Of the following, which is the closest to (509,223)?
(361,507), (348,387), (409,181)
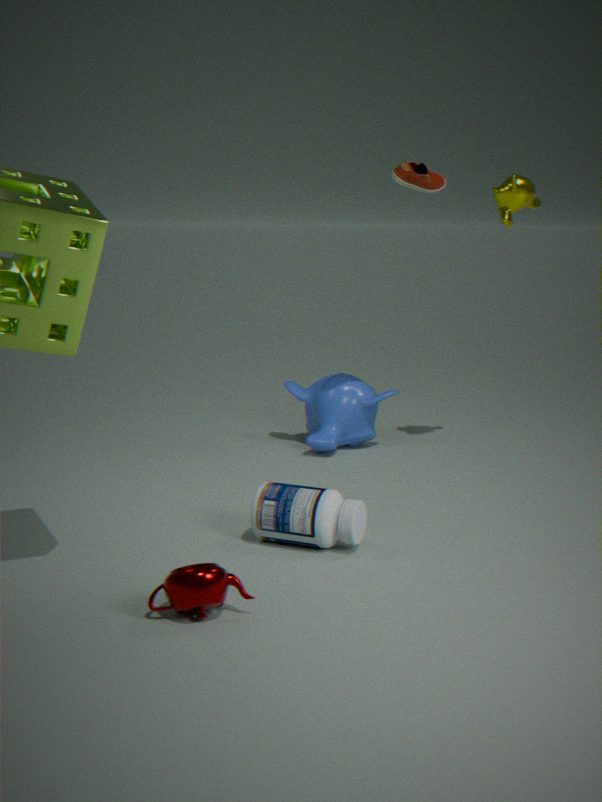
(409,181)
